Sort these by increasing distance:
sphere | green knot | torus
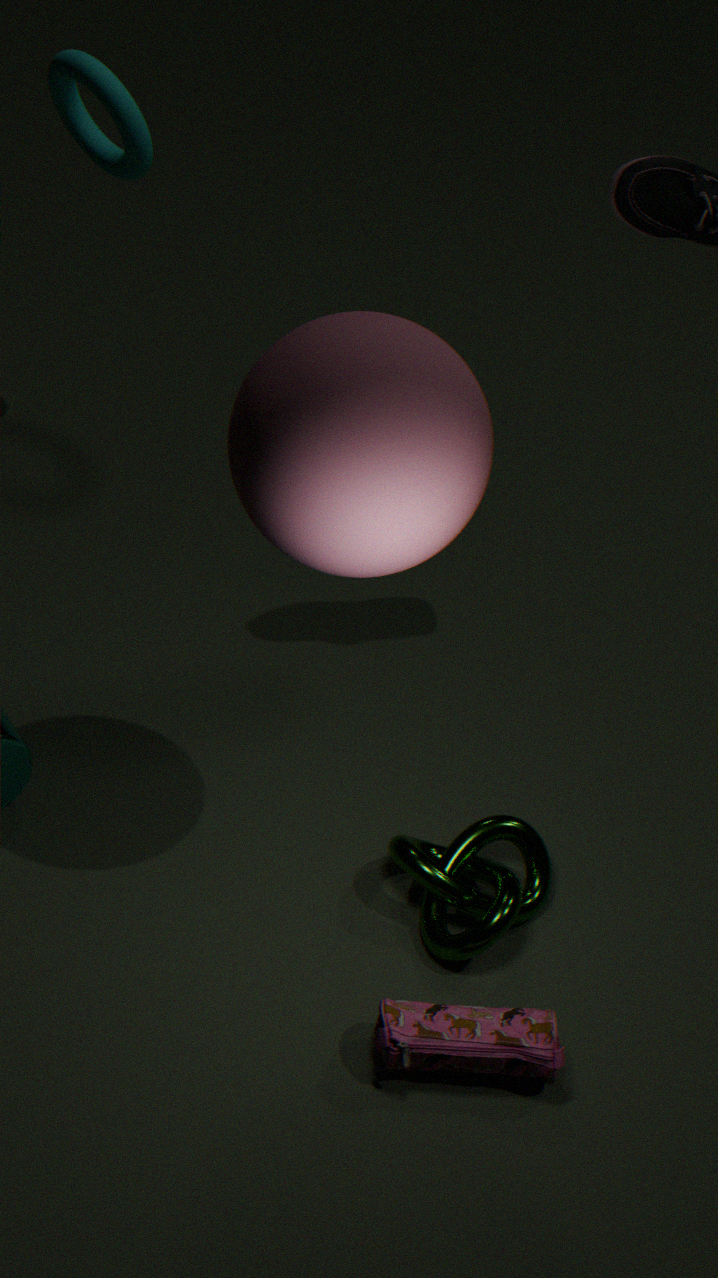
sphere, green knot, torus
